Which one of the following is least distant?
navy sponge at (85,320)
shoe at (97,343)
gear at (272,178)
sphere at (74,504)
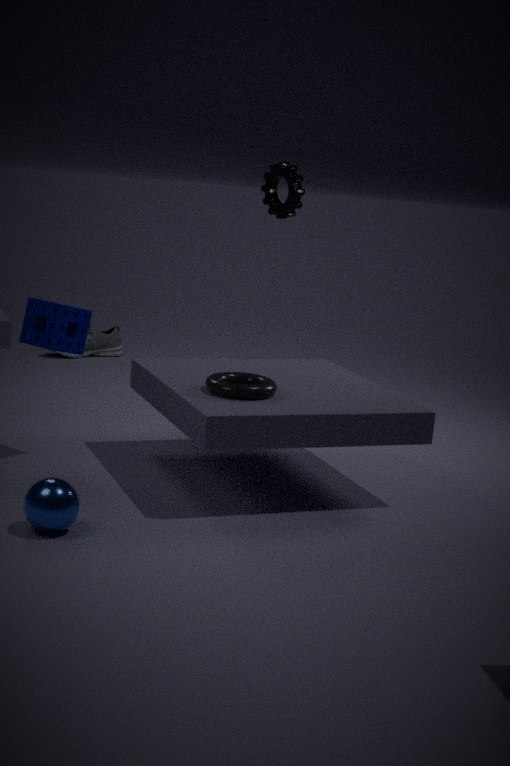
sphere at (74,504)
